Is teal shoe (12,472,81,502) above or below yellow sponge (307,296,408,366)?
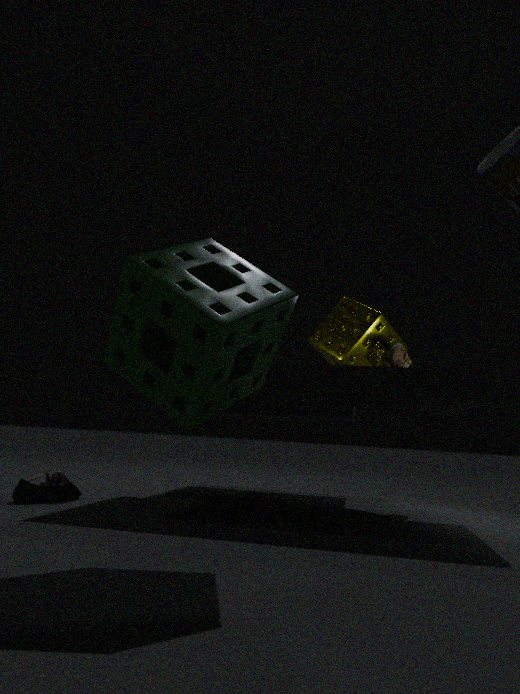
below
